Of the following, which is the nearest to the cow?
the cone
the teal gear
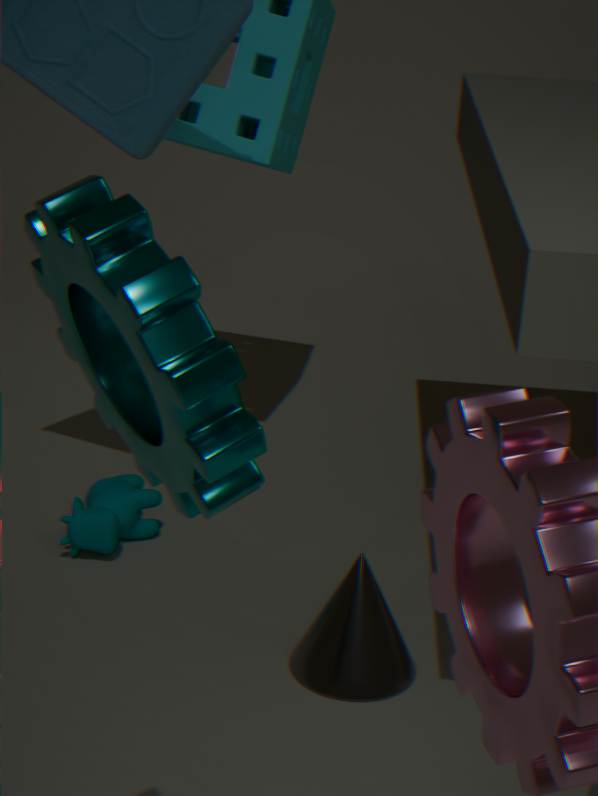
the cone
